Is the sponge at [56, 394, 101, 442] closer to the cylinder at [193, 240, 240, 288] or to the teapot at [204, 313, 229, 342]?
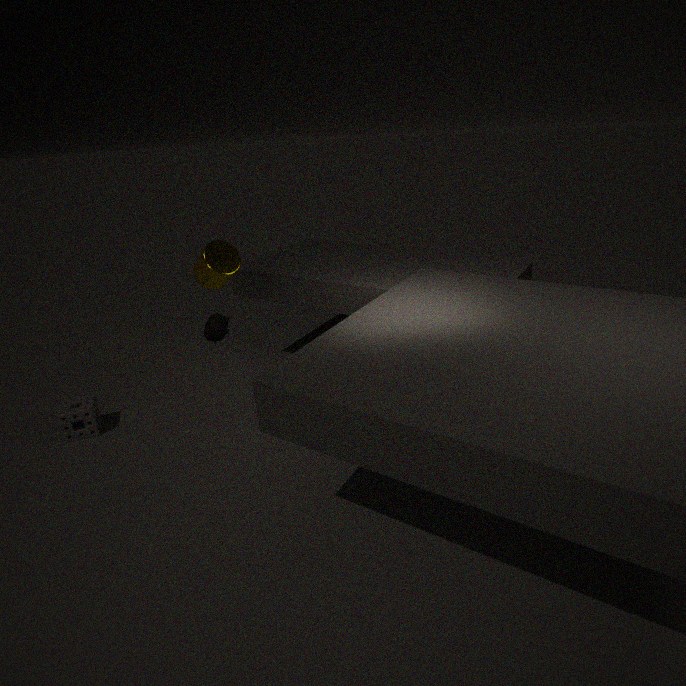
the teapot at [204, 313, 229, 342]
